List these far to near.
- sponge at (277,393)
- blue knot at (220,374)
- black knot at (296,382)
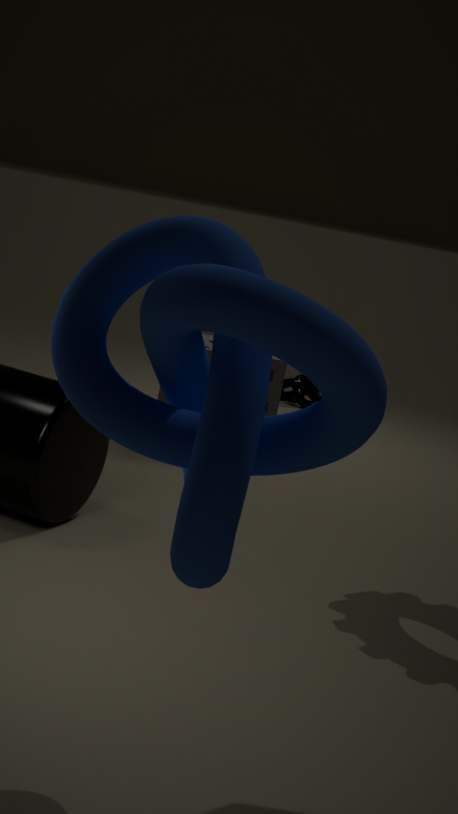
black knot at (296,382)
sponge at (277,393)
blue knot at (220,374)
